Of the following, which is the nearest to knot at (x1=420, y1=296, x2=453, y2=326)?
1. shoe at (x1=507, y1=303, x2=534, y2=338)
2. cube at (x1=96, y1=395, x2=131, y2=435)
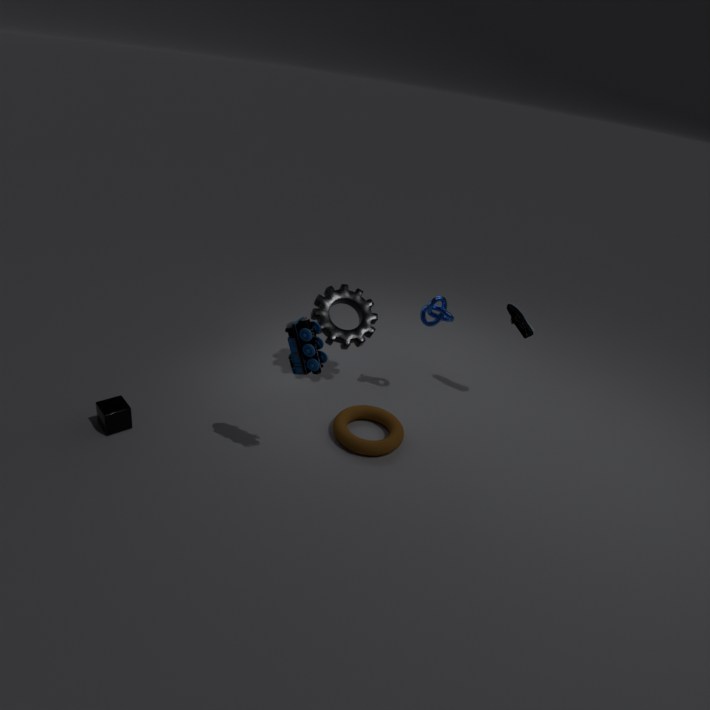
shoe at (x1=507, y1=303, x2=534, y2=338)
